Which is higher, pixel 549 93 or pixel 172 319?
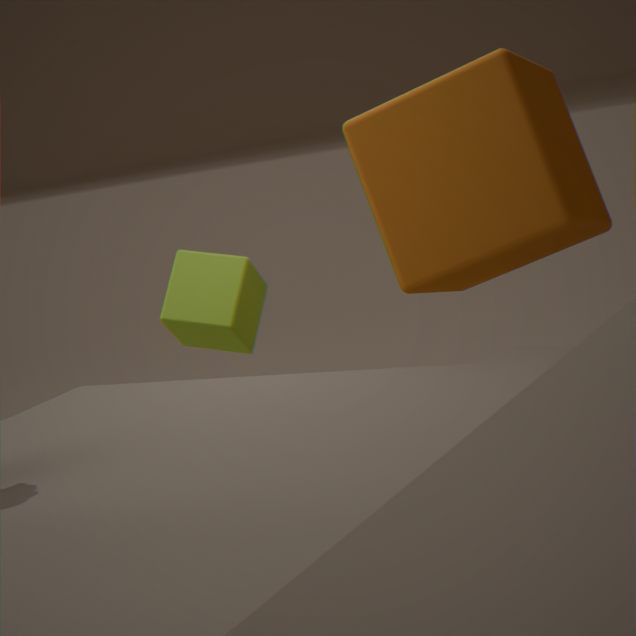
pixel 549 93
